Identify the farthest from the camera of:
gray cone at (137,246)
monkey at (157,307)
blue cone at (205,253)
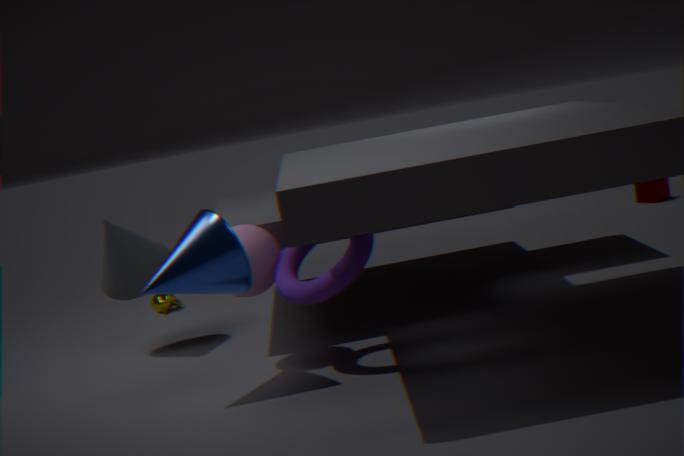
monkey at (157,307)
